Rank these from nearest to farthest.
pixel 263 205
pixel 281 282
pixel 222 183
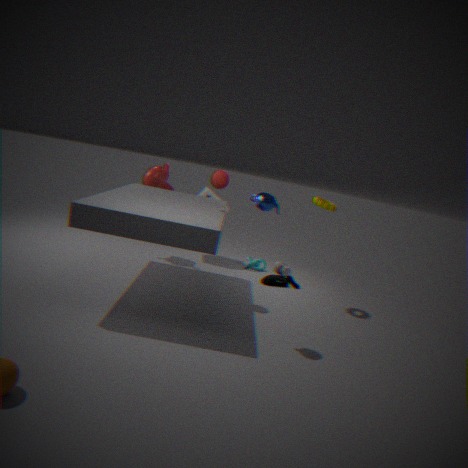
pixel 263 205, pixel 222 183, pixel 281 282
